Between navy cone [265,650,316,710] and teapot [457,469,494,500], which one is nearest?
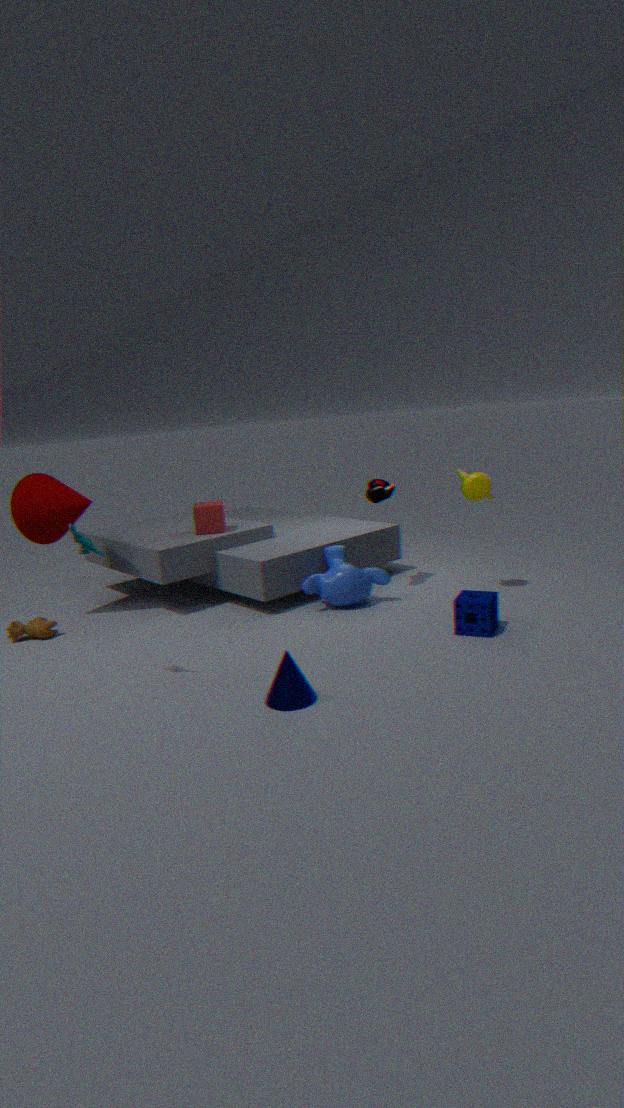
navy cone [265,650,316,710]
